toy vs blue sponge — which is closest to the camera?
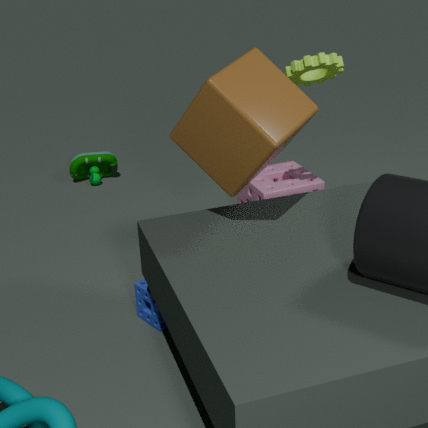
blue sponge
